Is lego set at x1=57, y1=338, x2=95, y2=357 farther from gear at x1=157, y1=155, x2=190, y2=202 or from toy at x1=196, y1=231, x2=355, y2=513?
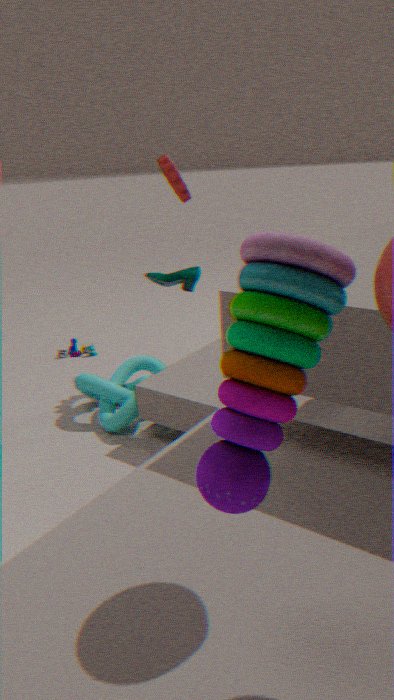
A: toy at x1=196, y1=231, x2=355, y2=513
